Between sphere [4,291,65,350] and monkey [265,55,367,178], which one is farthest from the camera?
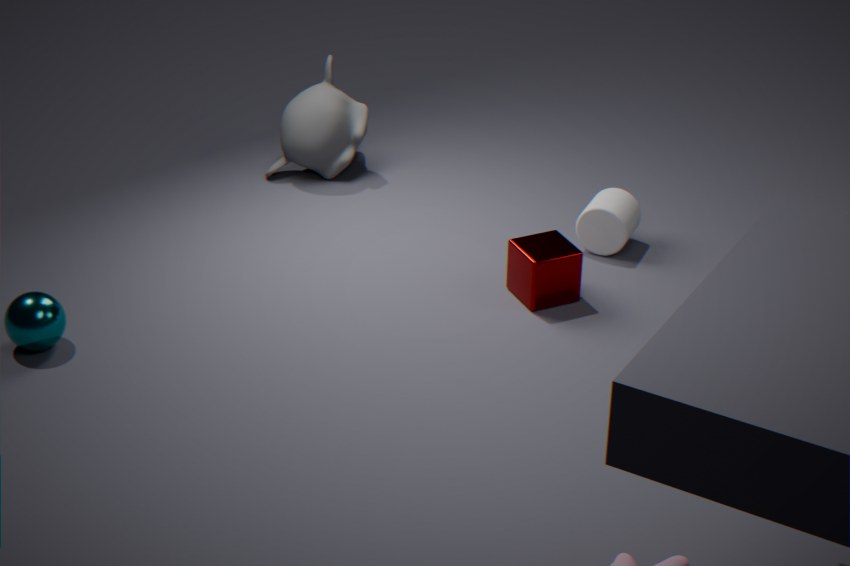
monkey [265,55,367,178]
